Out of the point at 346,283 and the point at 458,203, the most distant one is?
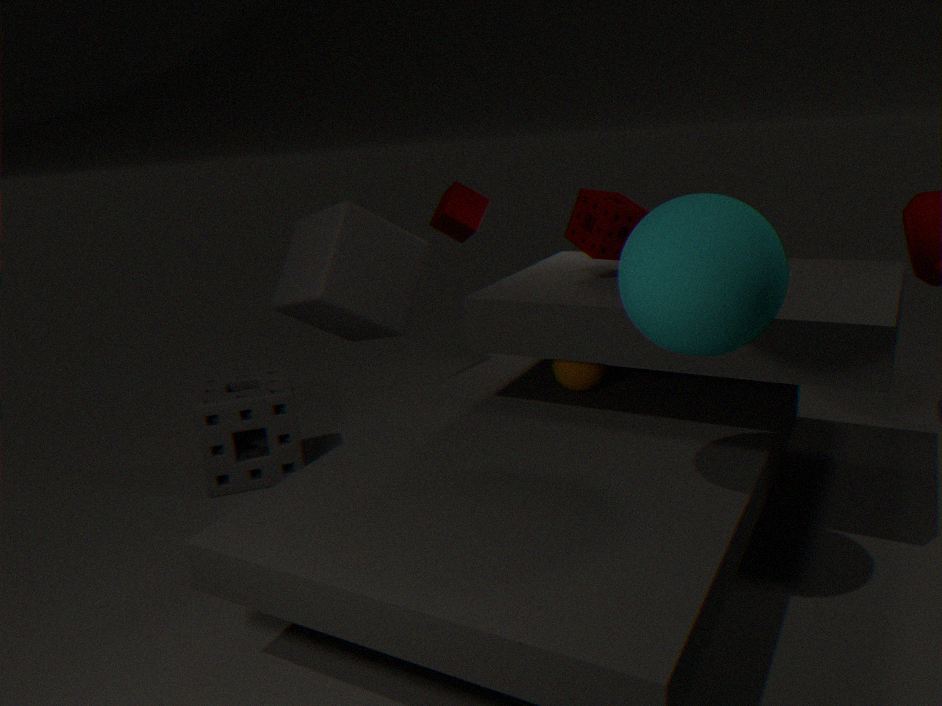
the point at 458,203
